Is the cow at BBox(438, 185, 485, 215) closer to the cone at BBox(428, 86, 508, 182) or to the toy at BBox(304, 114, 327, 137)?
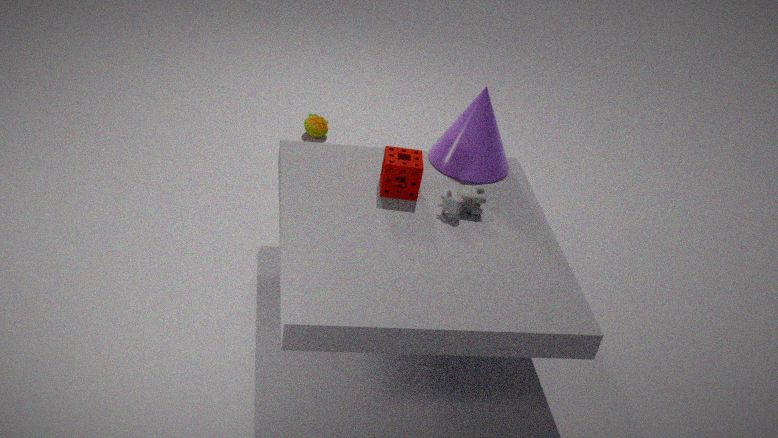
the cone at BBox(428, 86, 508, 182)
